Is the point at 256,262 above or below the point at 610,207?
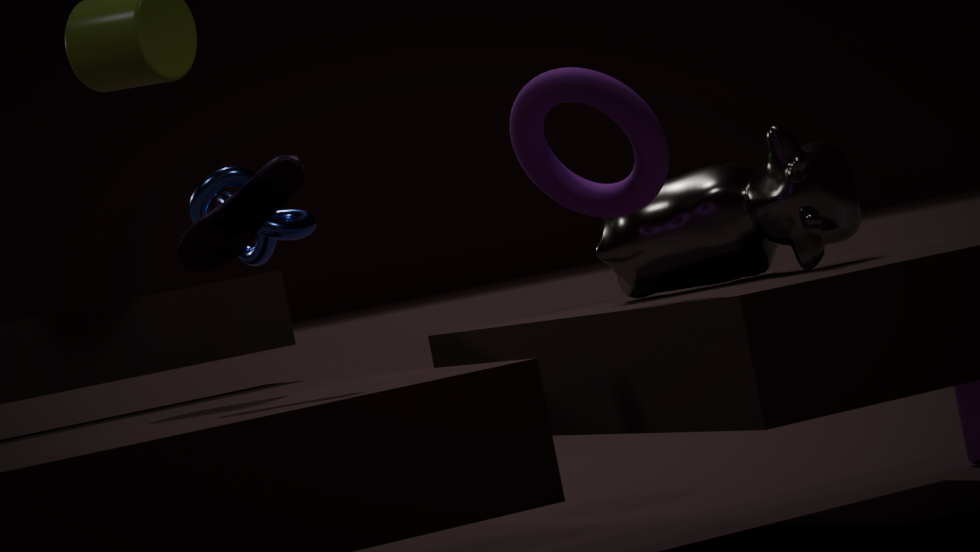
above
